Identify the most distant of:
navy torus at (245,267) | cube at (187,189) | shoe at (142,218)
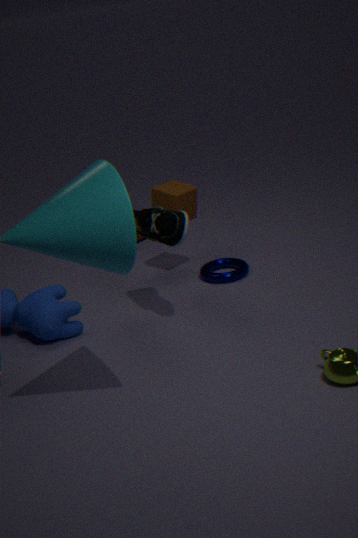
cube at (187,189)
